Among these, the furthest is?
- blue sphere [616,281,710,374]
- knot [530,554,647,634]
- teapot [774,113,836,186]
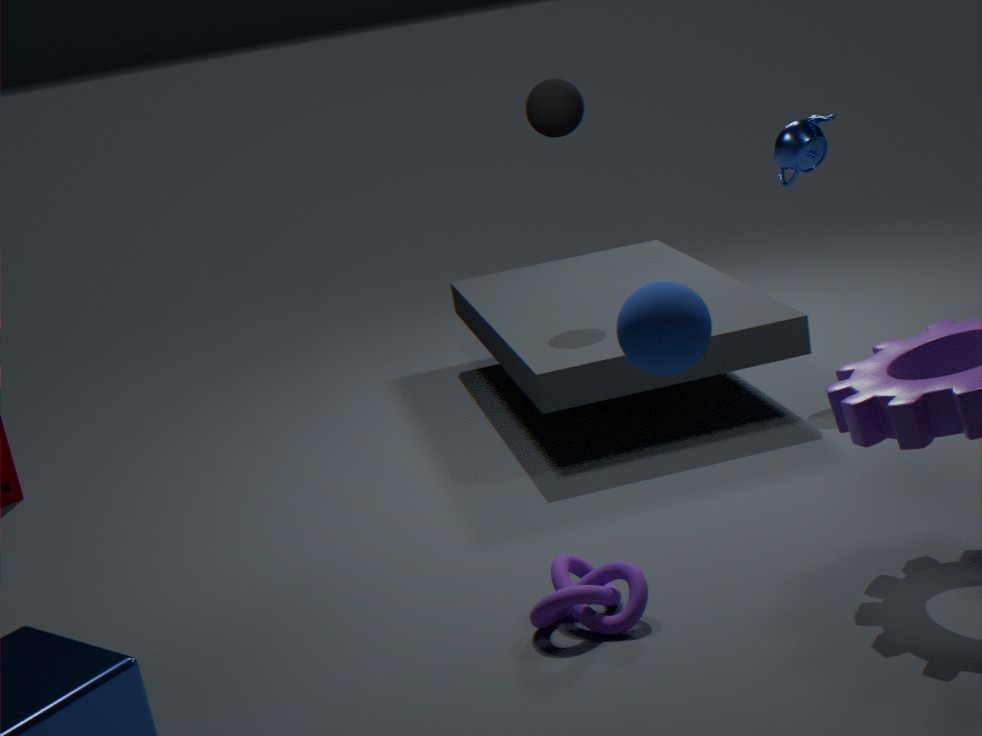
teapot [774,113,836,186]
